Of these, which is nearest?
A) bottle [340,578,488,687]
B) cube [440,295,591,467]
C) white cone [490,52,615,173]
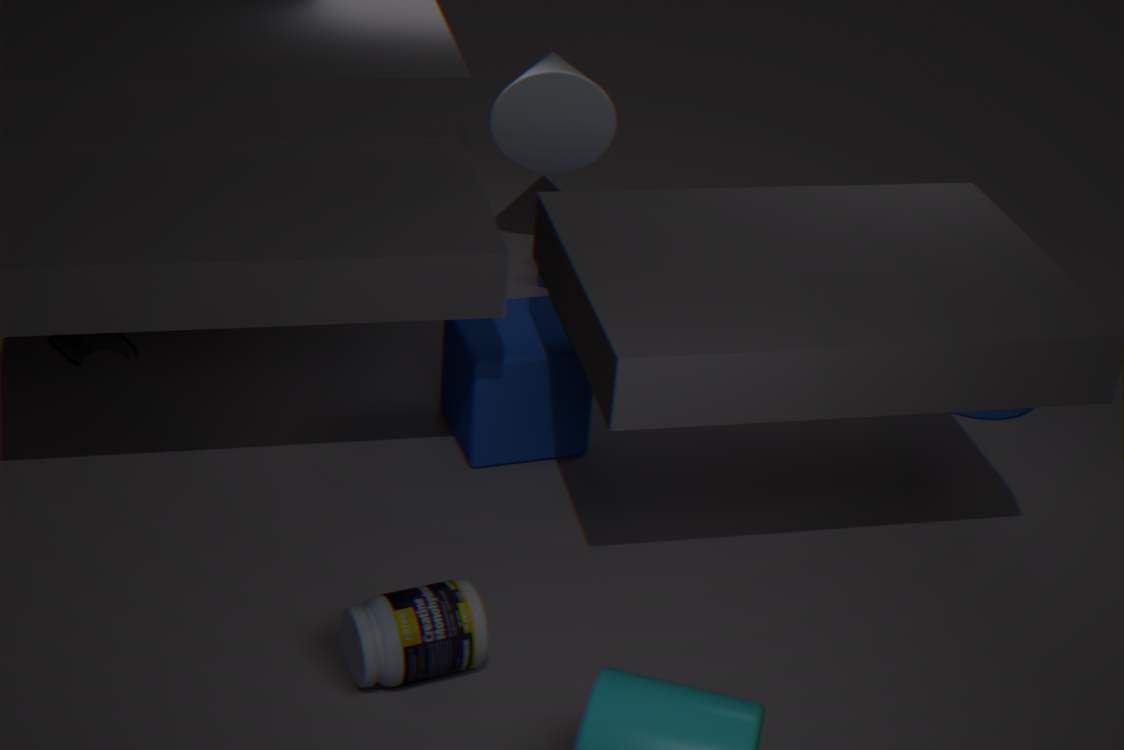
bottle [340,578,488,687]
